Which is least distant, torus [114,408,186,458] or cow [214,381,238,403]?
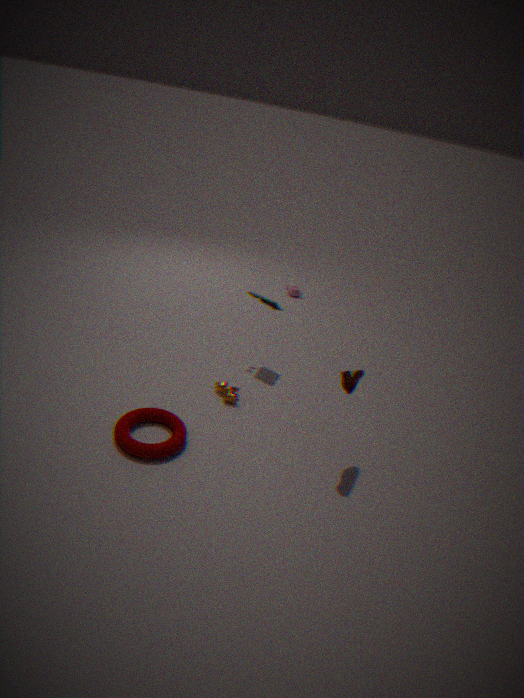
torus [114,408,186,458]
